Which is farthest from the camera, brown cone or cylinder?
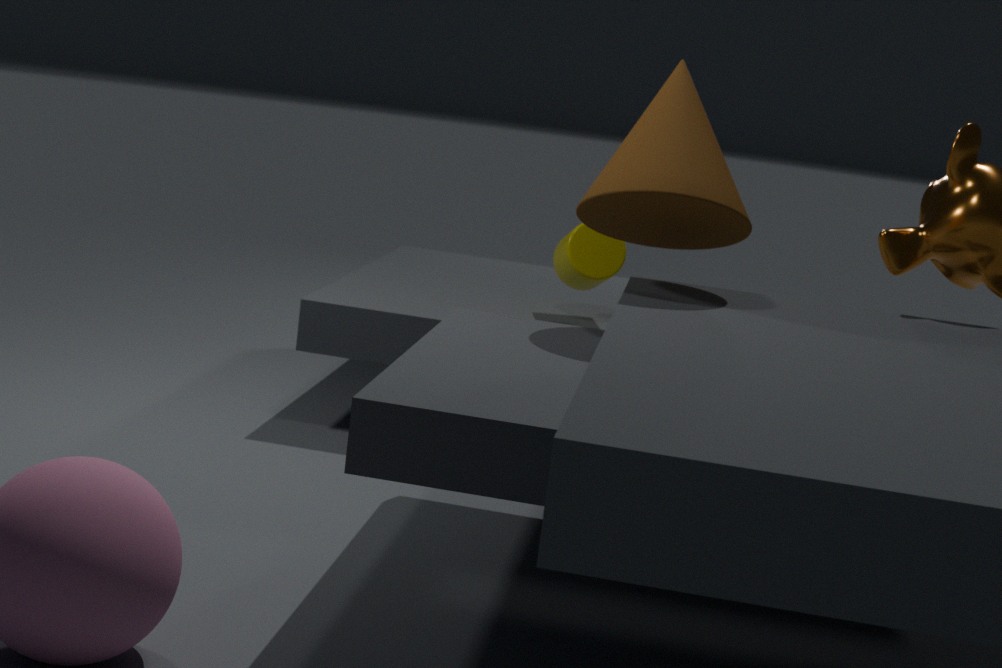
cylinder
